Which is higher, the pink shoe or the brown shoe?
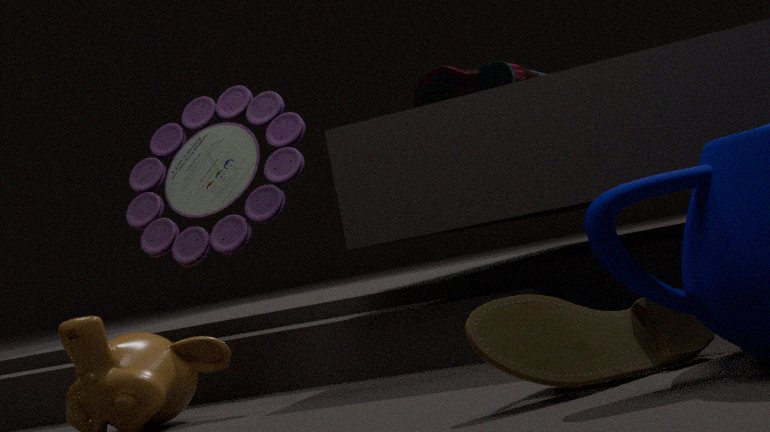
the pink shoe
